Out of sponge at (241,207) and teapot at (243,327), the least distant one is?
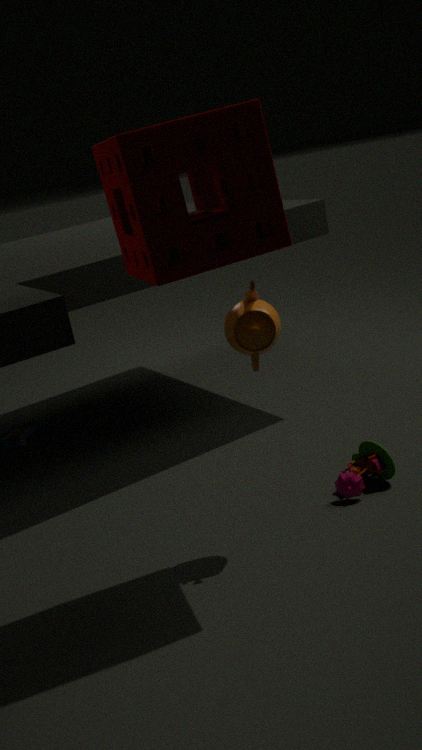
sponge at (241,207)
